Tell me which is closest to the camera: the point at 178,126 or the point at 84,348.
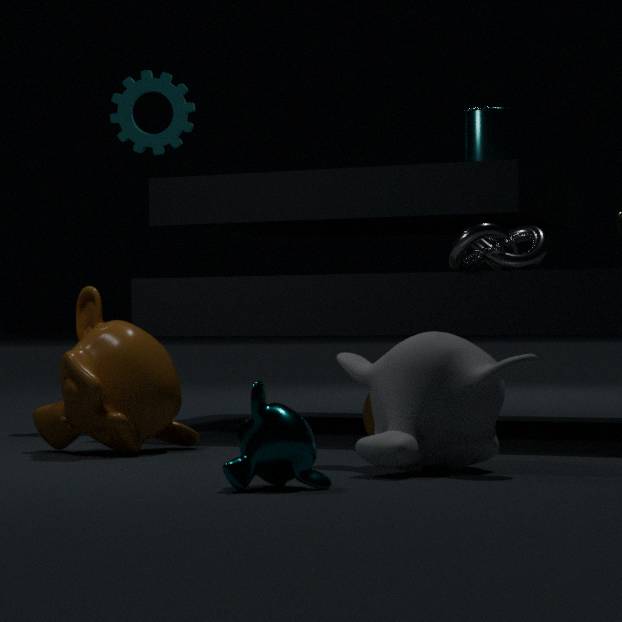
the point at 84,348
